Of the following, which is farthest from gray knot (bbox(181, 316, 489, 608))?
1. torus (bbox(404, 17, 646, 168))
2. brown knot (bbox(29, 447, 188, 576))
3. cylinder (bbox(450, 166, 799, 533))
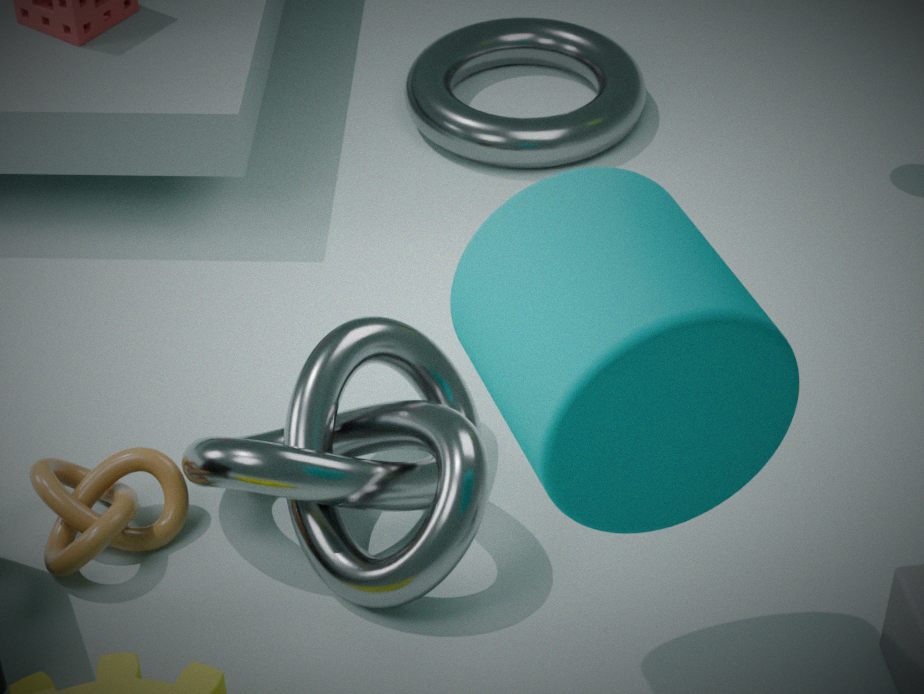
torus (bbox(404, 17, 646, 168))
